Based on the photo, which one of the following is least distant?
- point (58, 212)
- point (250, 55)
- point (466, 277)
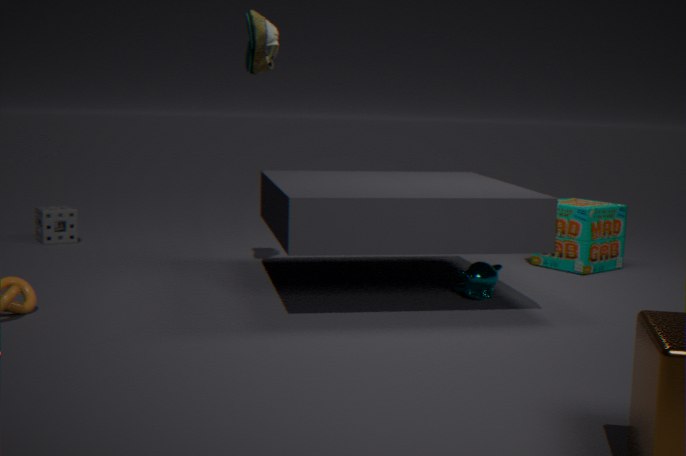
point (466, 277)
